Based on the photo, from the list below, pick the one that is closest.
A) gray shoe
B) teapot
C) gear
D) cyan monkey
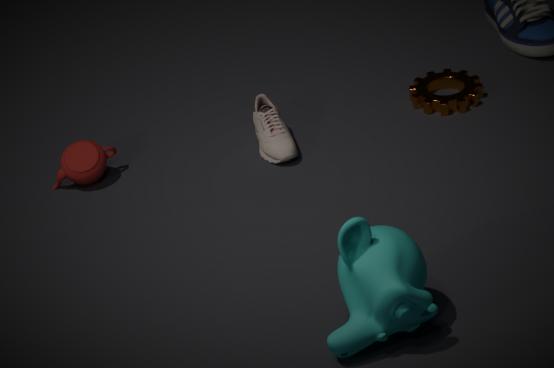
D. cyan monkey
